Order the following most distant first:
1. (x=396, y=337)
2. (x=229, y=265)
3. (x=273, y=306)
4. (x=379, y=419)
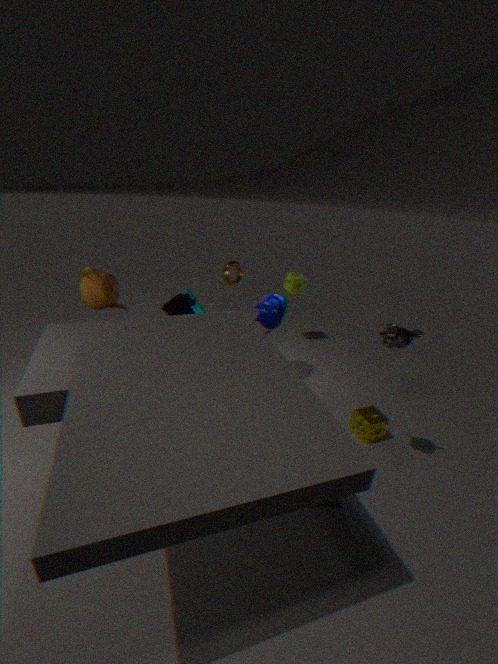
1. (x=229, y=265)
2. (x=273, y=306)
3. (x=379, y=419)
4. (x=396, y=337)
